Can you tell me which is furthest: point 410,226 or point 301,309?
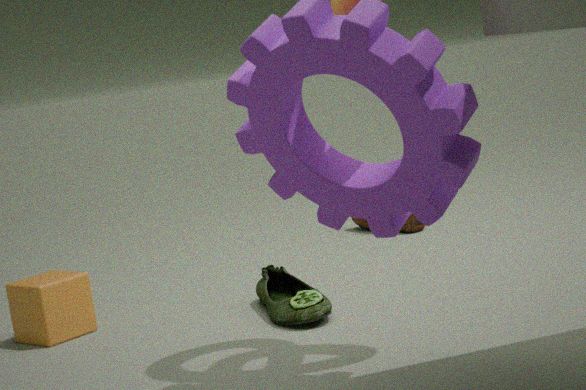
point 410,226
